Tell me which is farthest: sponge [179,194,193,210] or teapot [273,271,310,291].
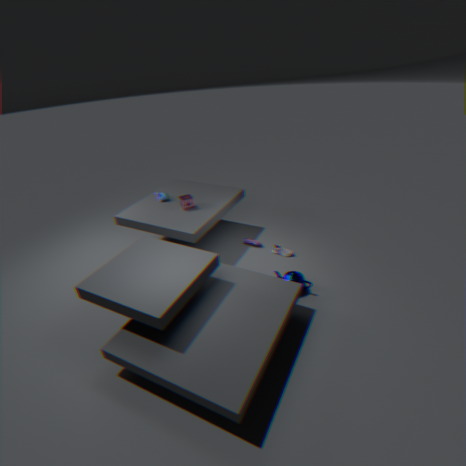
sponge [179,194,193,210]
